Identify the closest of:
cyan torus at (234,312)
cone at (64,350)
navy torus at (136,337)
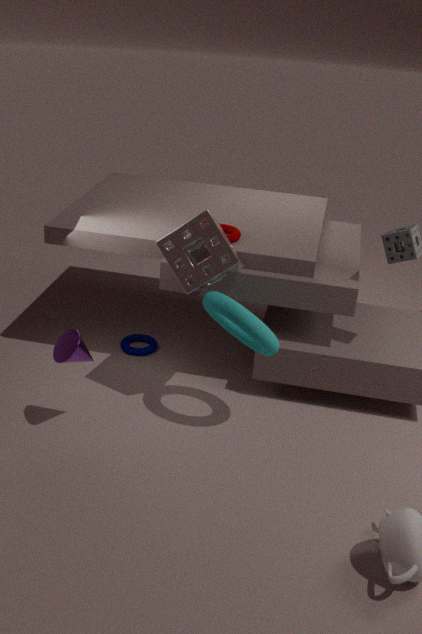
cyan torus at (234,312)
